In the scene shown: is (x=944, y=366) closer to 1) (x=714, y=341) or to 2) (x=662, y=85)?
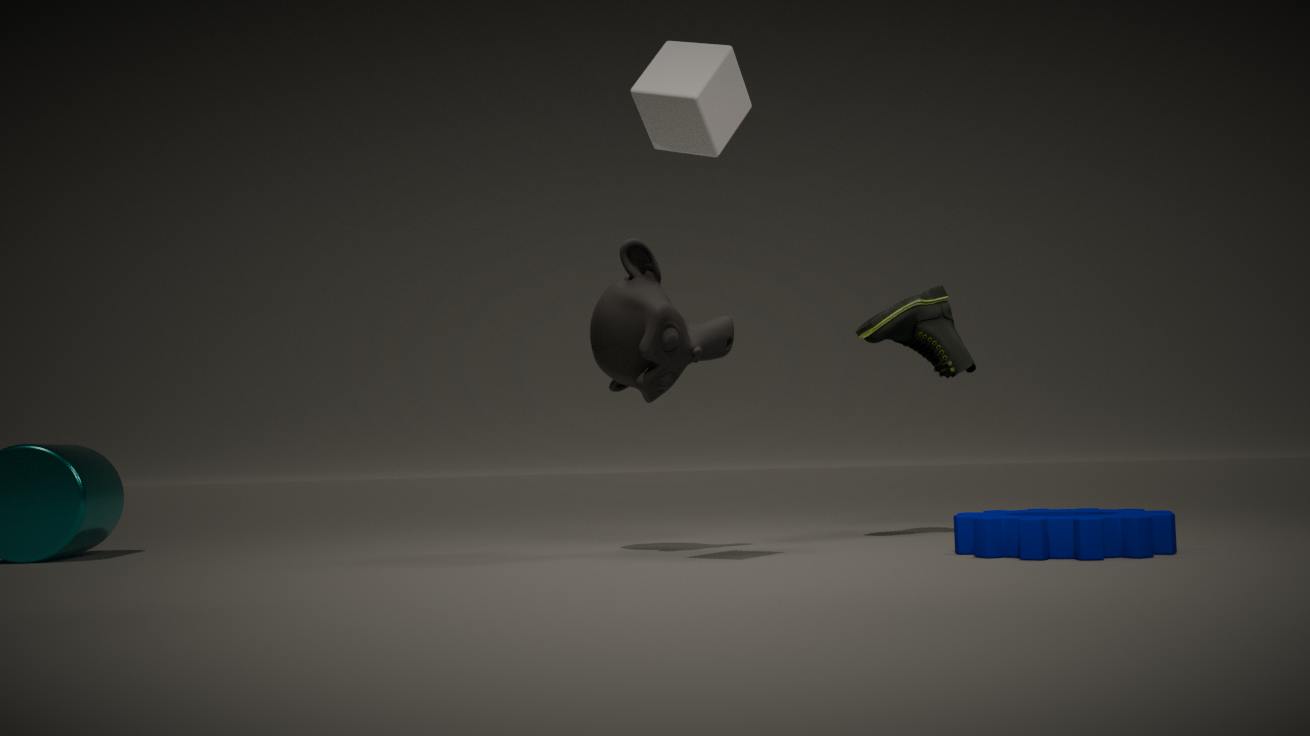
1) (x=714, y=341)
